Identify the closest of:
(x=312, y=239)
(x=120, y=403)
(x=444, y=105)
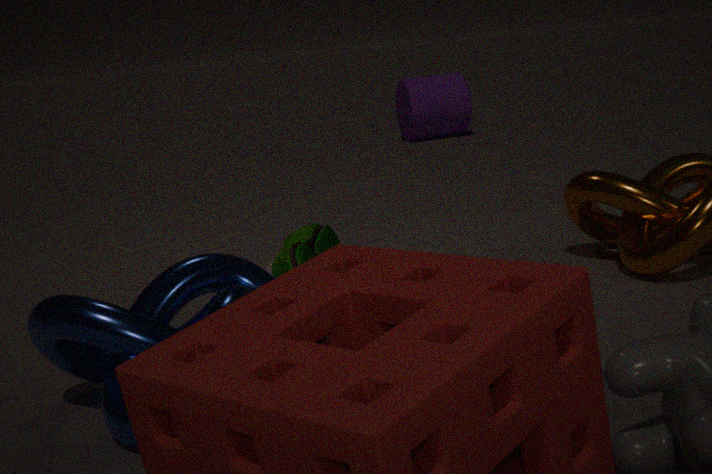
(x=120, y=403)
